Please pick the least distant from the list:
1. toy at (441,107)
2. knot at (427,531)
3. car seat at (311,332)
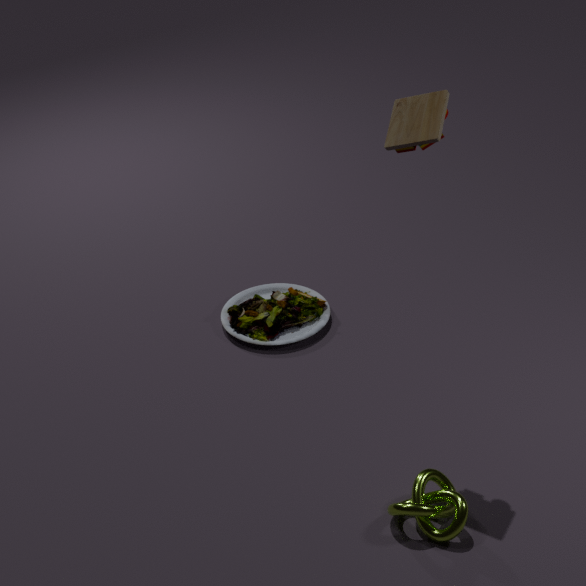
toy at (441,107)
